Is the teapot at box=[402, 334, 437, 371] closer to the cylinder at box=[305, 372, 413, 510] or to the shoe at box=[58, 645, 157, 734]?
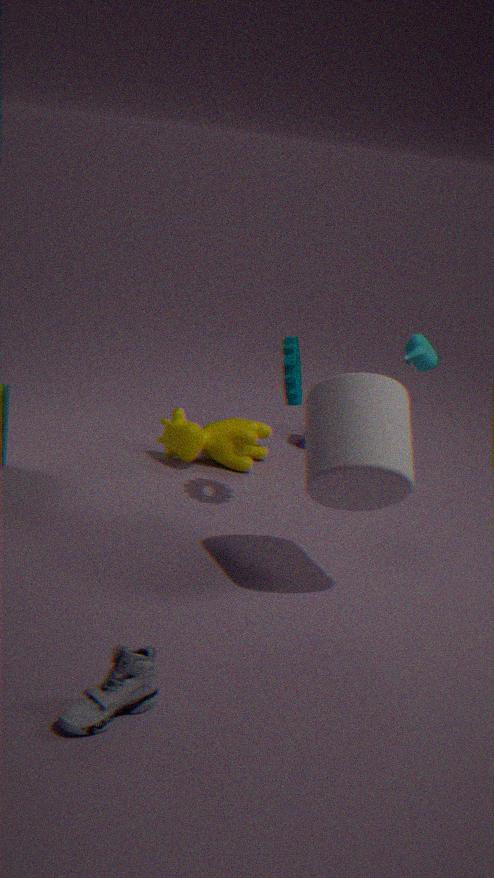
the cylinder at box=[305, 372, 413, 510]
